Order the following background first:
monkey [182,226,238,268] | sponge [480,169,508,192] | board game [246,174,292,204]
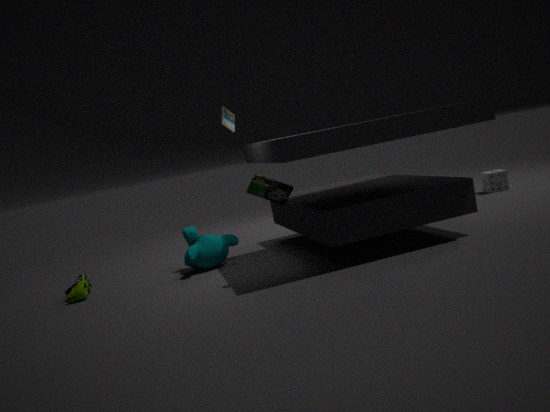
sponge [480,169,508,192] < monkey [182,226,238,268] < board game [246,174,292,204]
